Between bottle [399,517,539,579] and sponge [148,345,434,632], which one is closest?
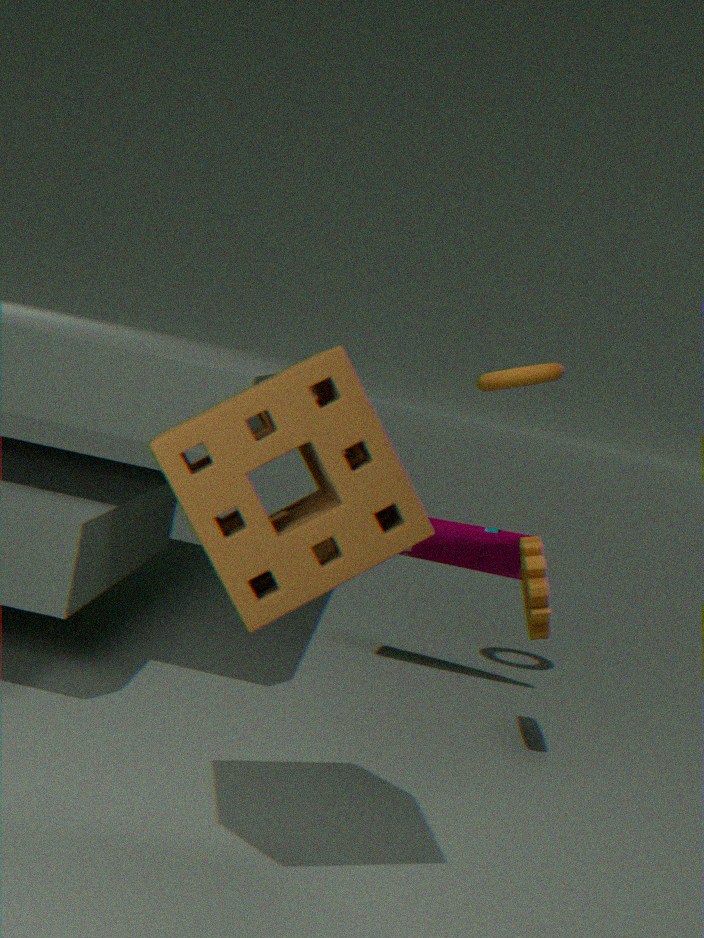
sponge [148,345,434,632]
